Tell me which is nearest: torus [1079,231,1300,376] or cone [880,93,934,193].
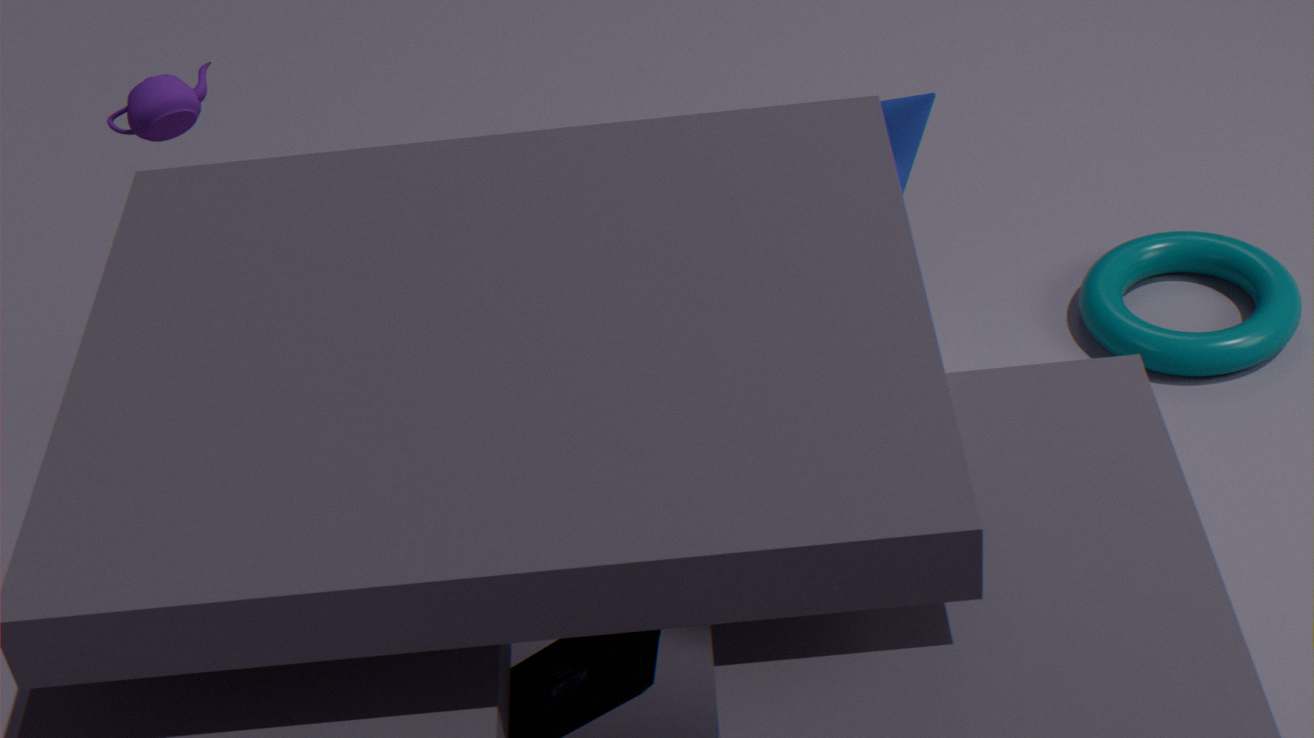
cone [880,93,934,193]
